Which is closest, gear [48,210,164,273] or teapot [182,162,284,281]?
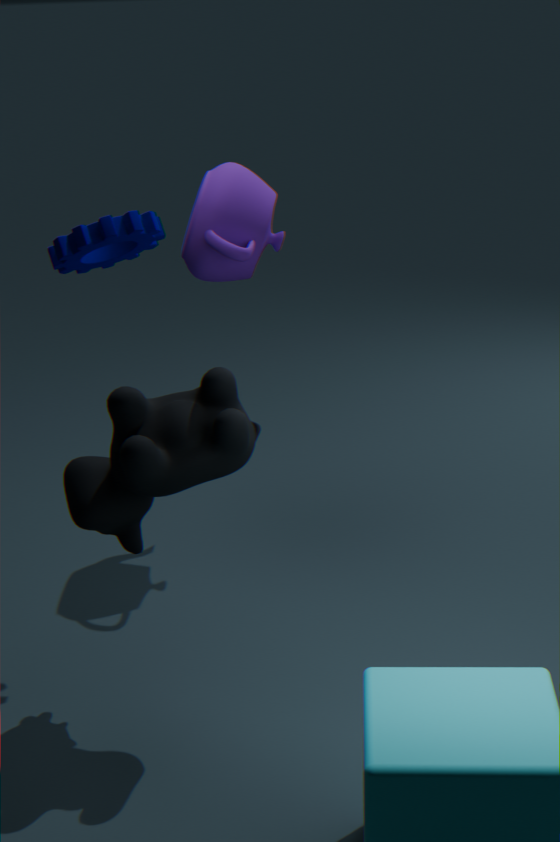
gear [48,210,164,273]
